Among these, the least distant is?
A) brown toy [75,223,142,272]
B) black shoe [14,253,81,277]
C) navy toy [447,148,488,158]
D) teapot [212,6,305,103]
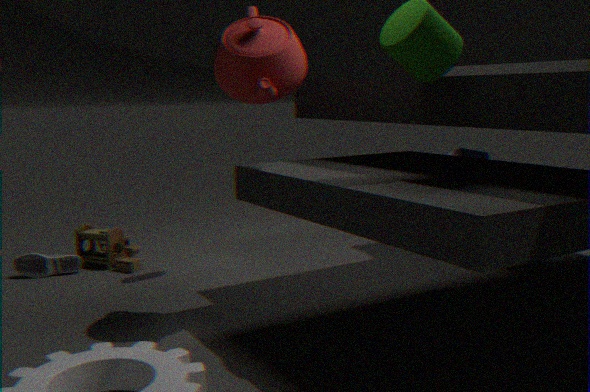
teapot [212,6,305,103]
